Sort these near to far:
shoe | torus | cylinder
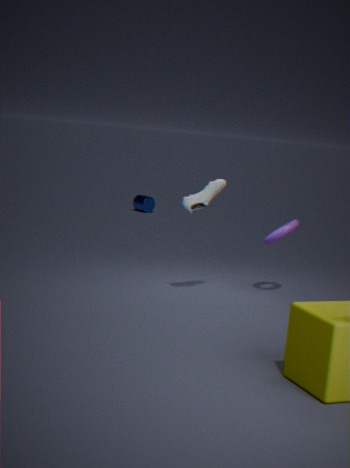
shoe
torus
cylinder
